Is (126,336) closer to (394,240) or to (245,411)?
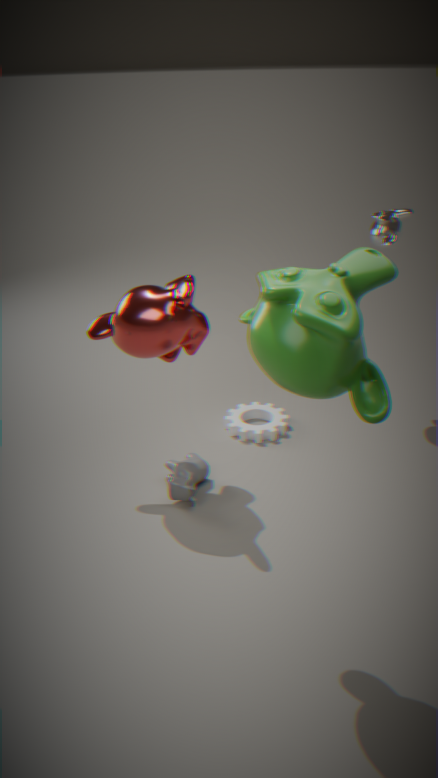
(245,411)
